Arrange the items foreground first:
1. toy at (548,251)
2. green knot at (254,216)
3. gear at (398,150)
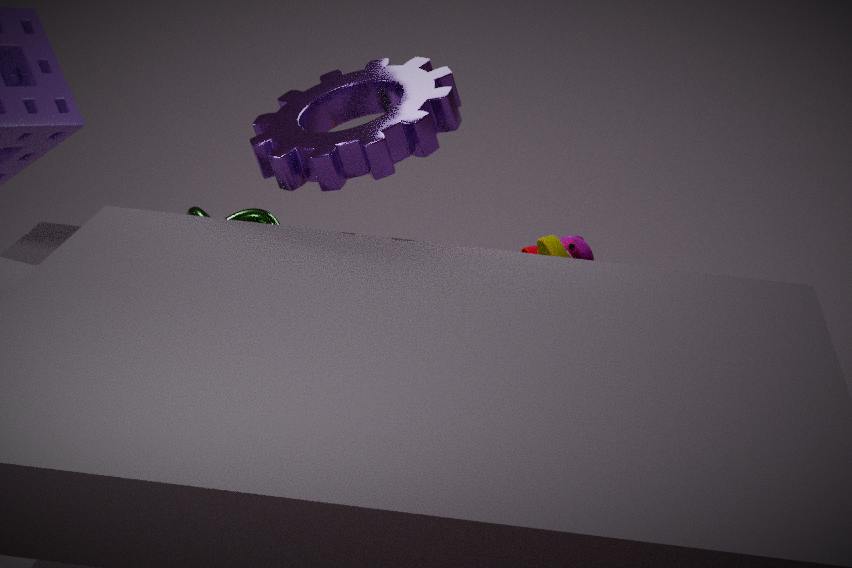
gear at (398,150)
toy at (548,251)
green knot at (254,216)
